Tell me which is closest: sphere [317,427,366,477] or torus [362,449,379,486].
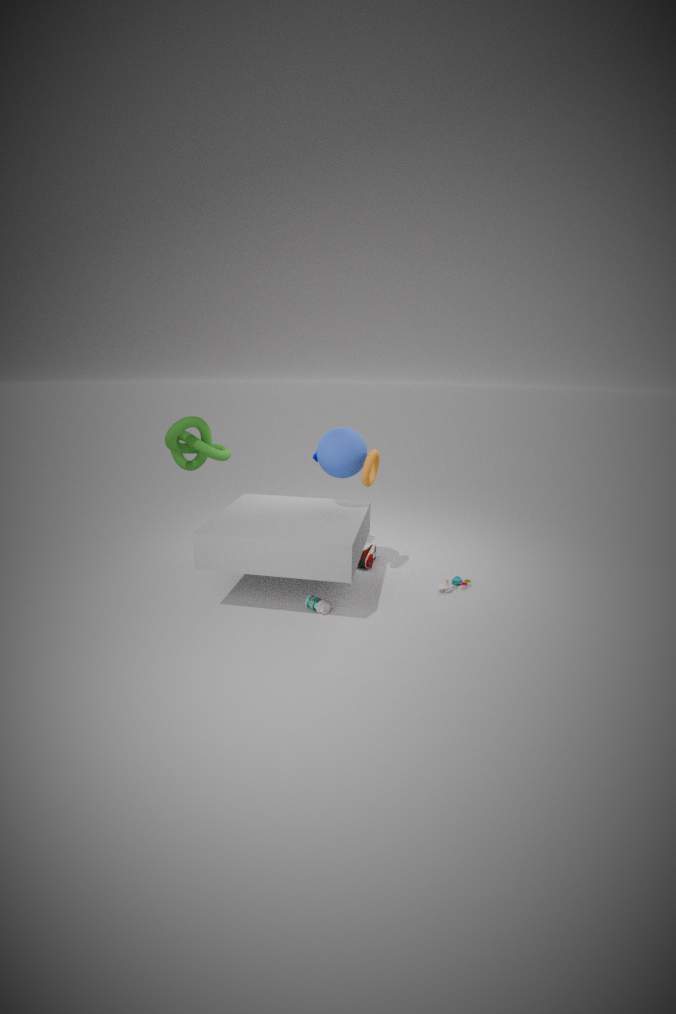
torus [362,449,379,486]
